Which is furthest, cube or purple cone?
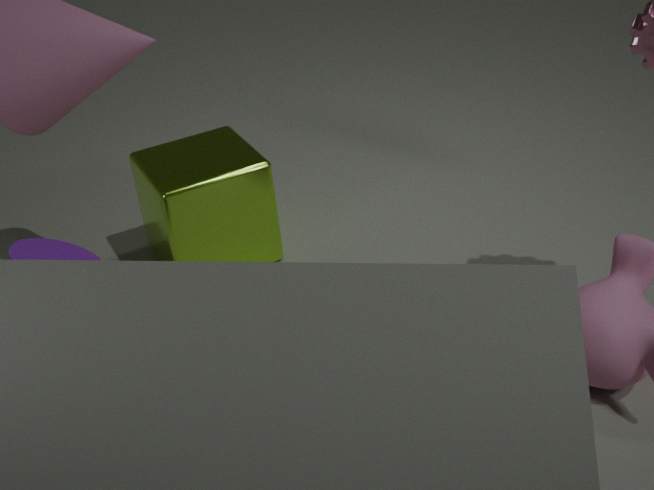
cube
